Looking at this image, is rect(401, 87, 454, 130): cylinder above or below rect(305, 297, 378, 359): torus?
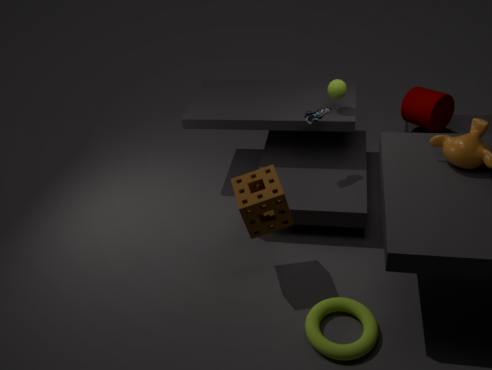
above
